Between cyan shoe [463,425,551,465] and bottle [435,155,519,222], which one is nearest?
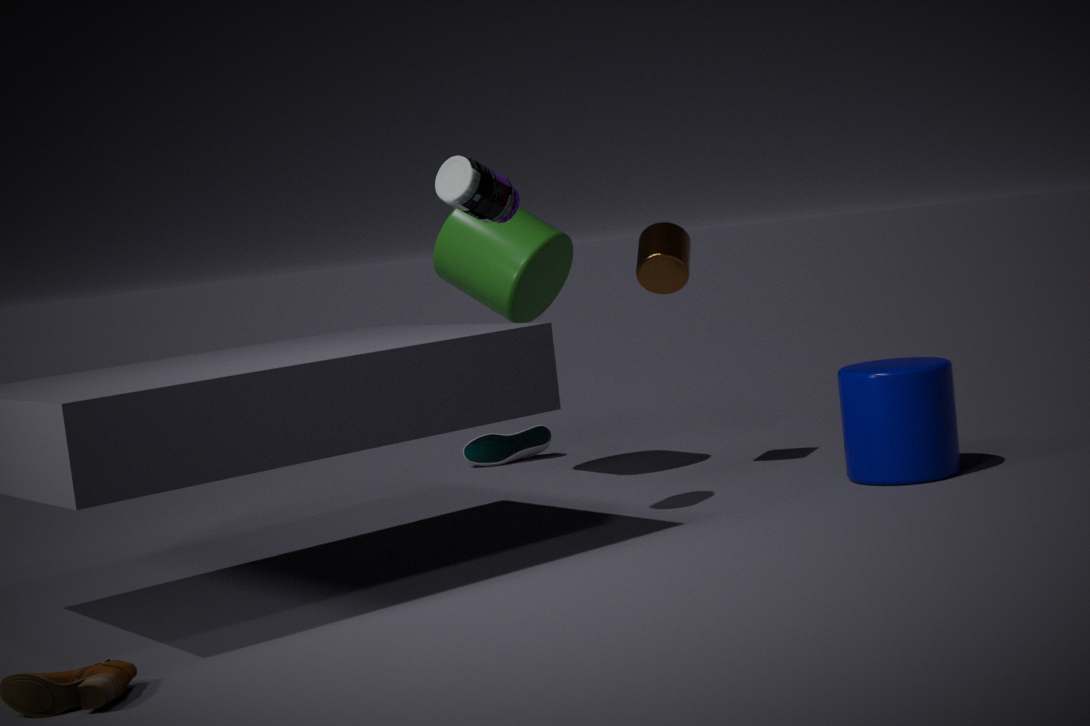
bottle [435,155,519,222]
